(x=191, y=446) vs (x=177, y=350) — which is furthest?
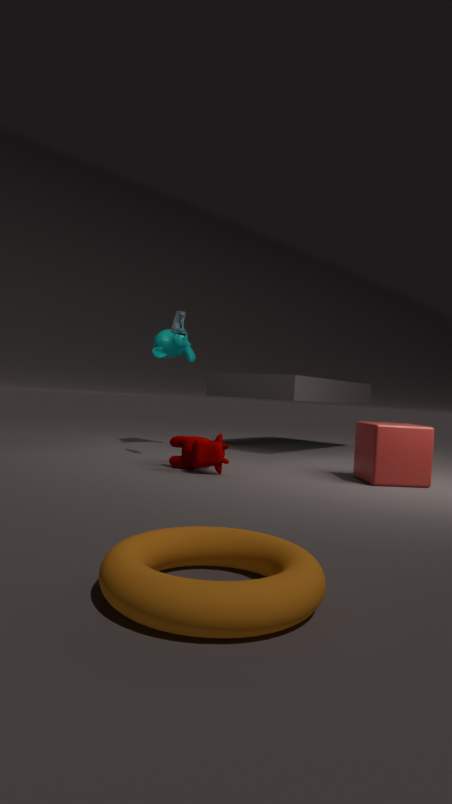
(x=177, y=350)
